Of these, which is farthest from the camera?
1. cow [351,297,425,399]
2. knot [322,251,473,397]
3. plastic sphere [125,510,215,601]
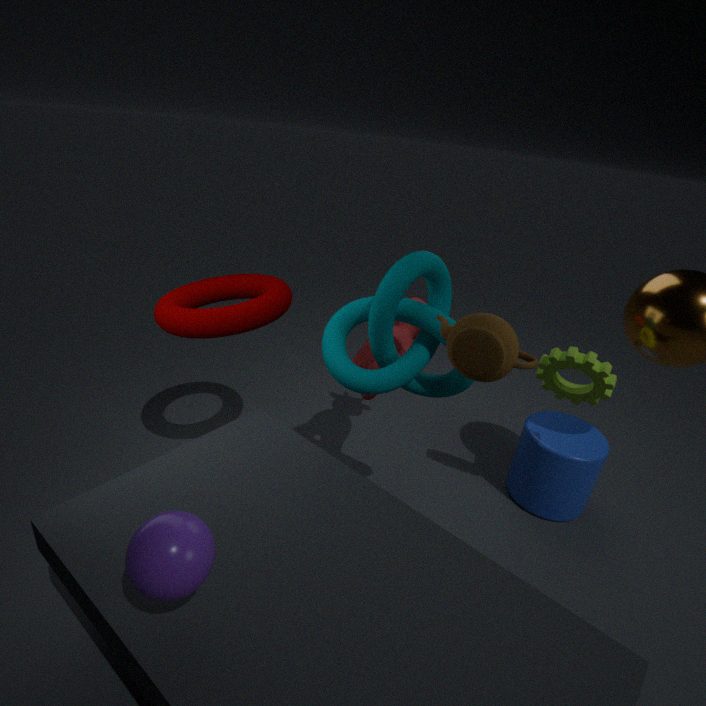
cow [351,297,425,399]
